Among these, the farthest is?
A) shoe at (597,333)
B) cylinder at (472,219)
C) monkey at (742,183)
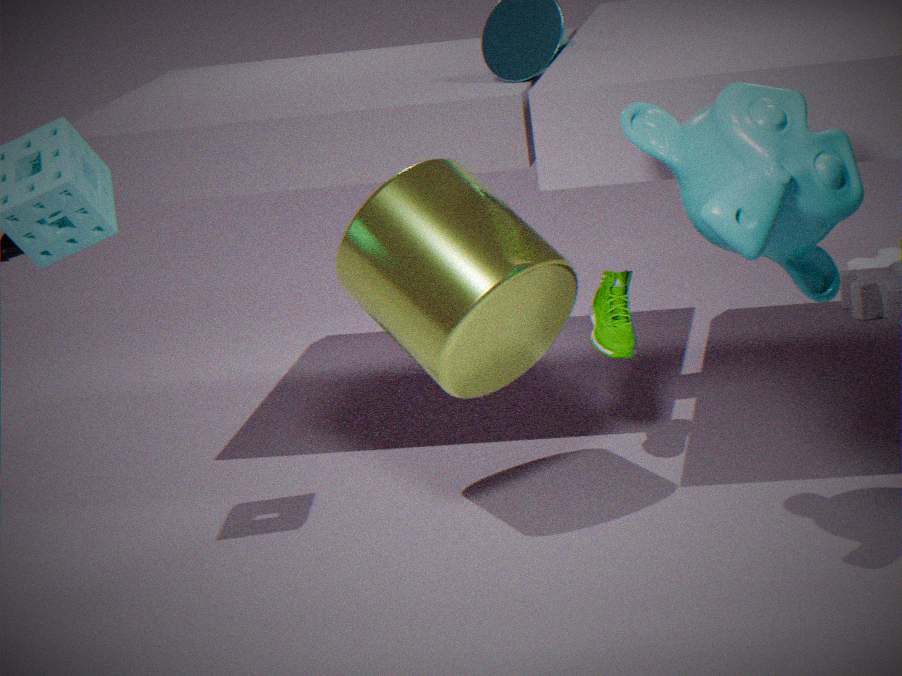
shoe at (597,333)
